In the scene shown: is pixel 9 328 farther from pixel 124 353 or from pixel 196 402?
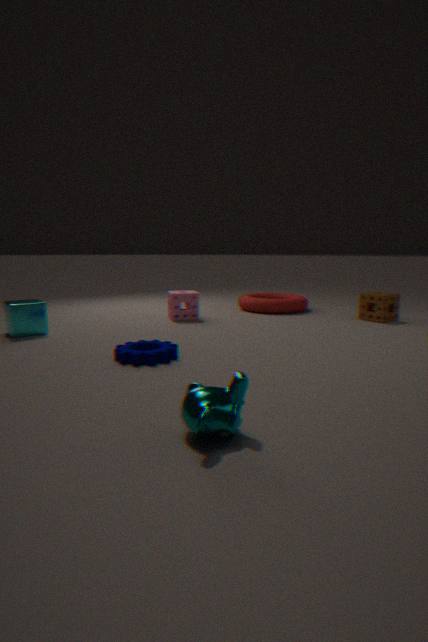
pixel 196 402
